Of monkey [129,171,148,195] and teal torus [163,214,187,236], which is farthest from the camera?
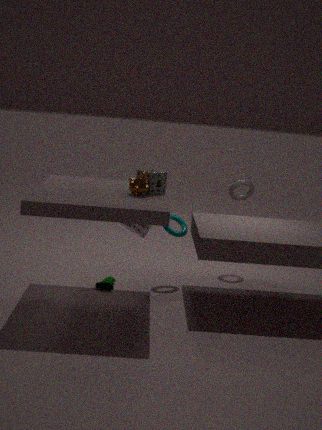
teal torus [163,214,187,236]
